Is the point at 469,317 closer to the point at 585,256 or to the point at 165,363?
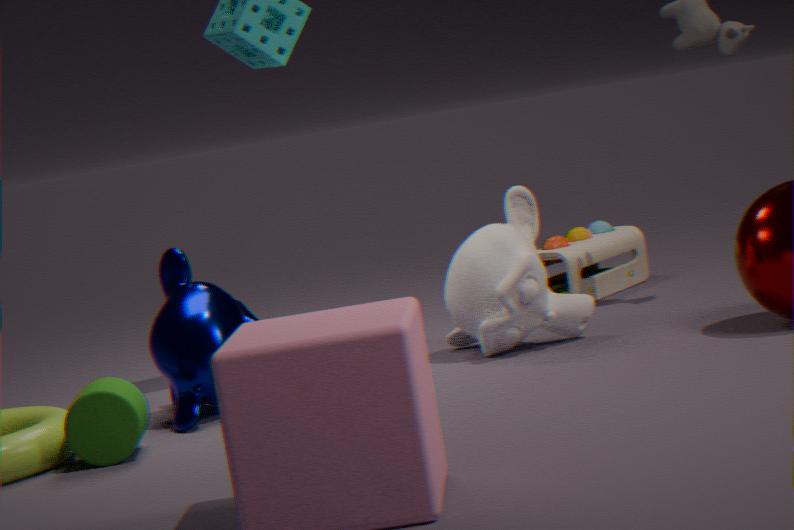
the point at 585,256
